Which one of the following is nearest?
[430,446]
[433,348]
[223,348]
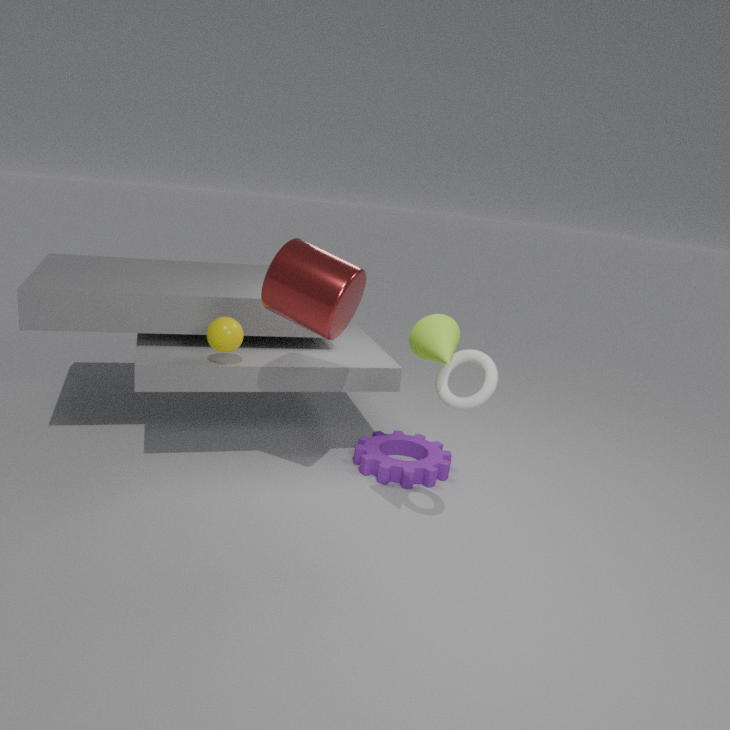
[433,348]
